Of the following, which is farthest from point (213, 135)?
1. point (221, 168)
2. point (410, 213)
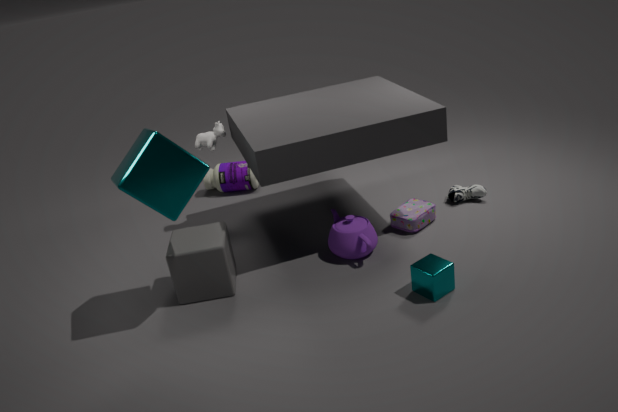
point (410, 213)
